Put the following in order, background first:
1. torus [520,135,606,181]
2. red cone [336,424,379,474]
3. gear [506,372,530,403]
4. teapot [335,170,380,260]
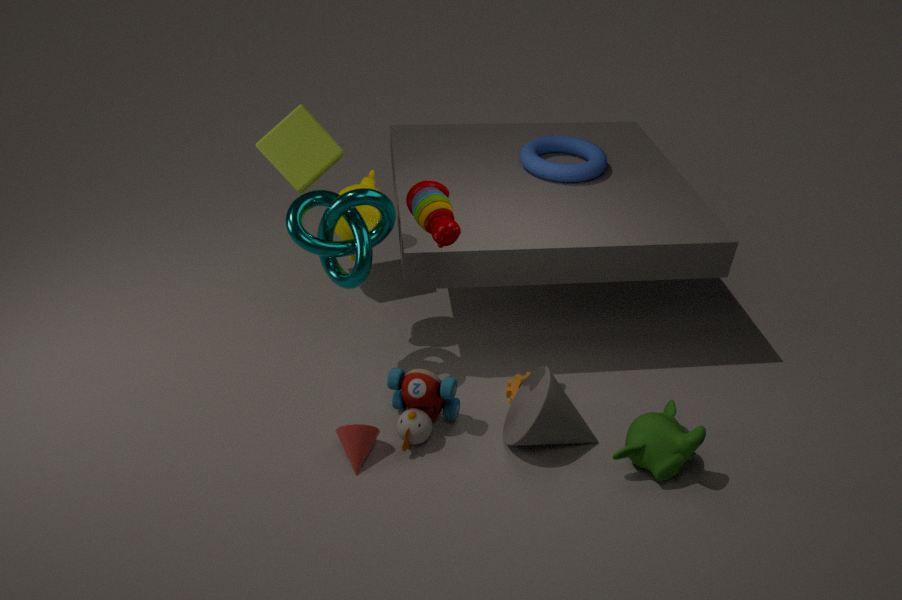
torus [520,135,606,181], gear [506,372,530,403], teapot [335,170,380,260], red cone [336,424,379,474]
